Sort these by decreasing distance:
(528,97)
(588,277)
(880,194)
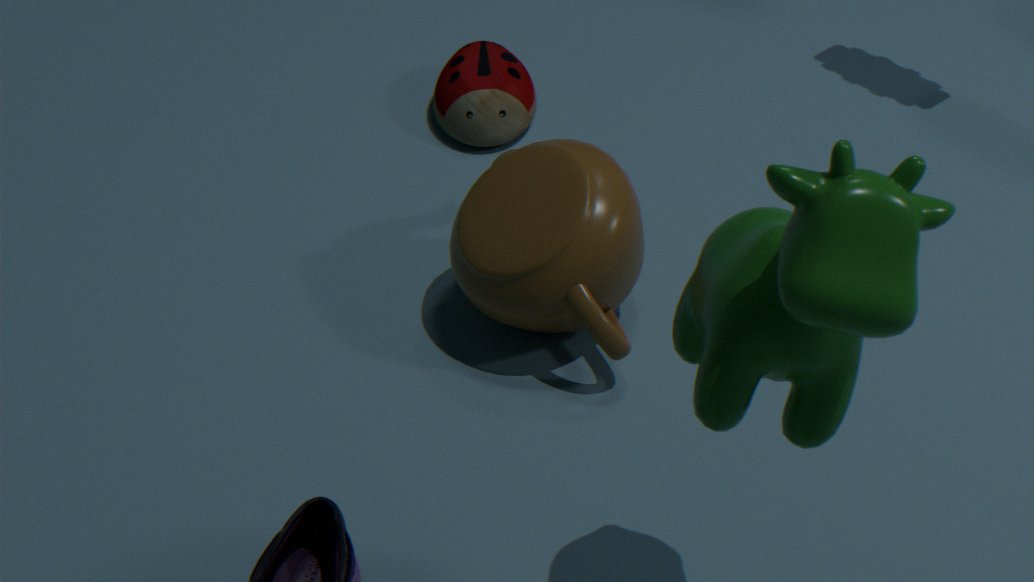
(528,97)
(588,277)
(880,194)
